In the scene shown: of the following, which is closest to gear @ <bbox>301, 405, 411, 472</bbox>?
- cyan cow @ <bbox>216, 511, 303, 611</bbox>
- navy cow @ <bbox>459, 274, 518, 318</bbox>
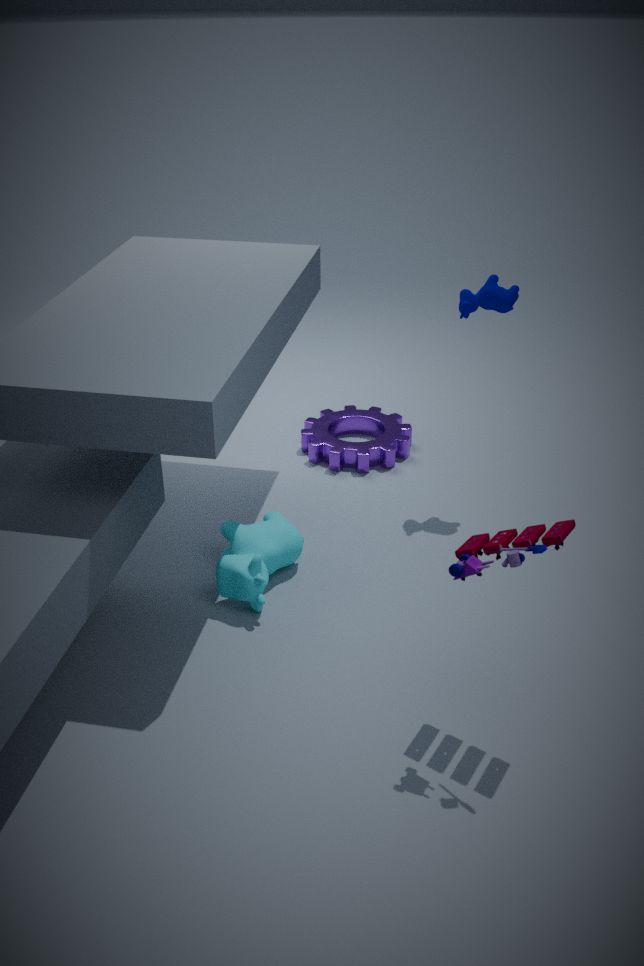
cyan cow @ <bbox>216, 511, 303, 611</bbox>
